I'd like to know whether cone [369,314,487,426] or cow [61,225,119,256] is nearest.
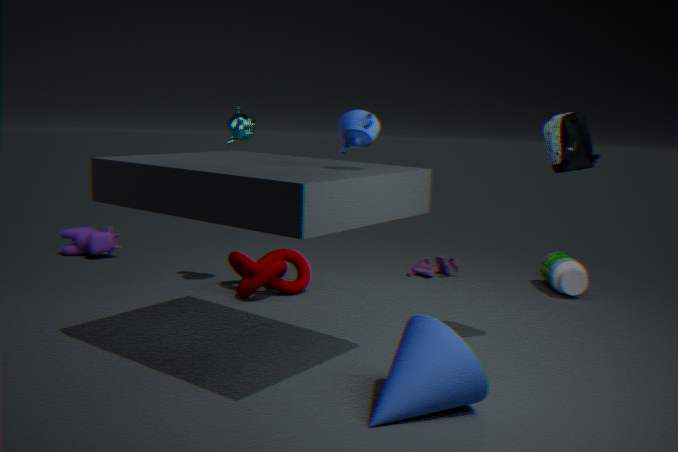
cone [369,314,487,426]
